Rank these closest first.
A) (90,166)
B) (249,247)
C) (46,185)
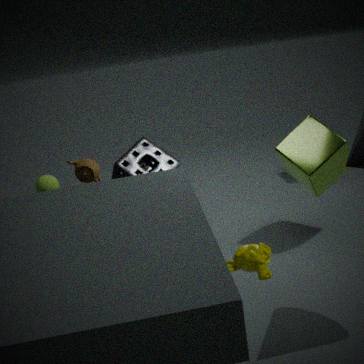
1. (249,247)
2. (90,166)
3. (46,185)
